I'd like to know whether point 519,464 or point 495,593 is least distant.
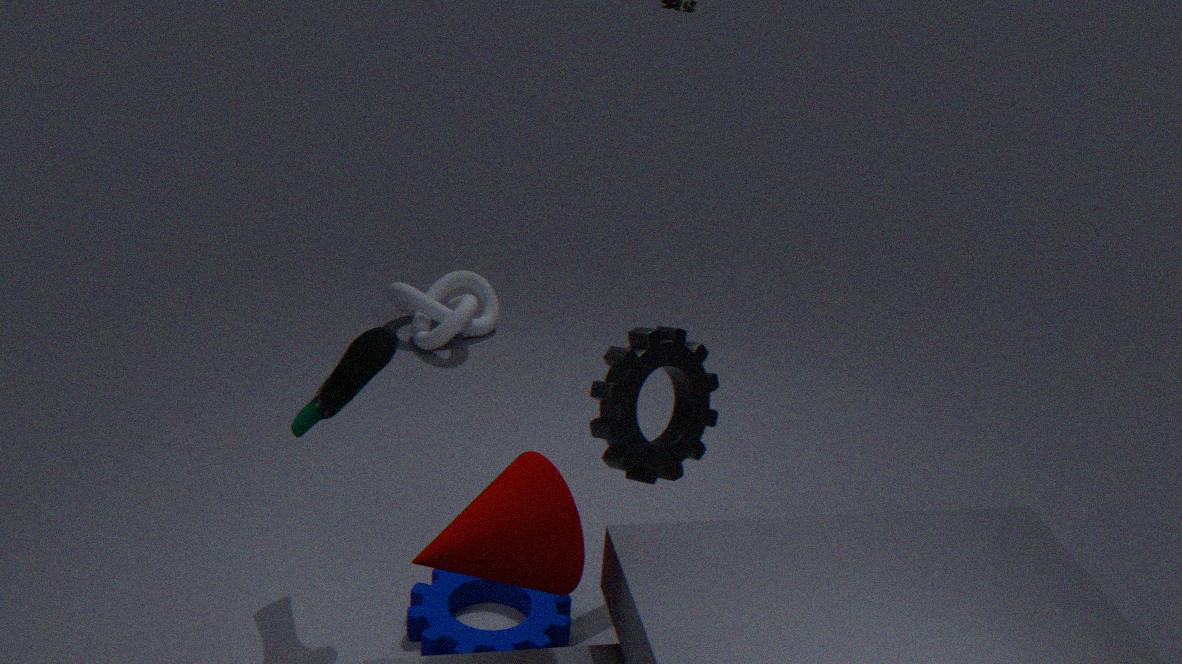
point 519,464
